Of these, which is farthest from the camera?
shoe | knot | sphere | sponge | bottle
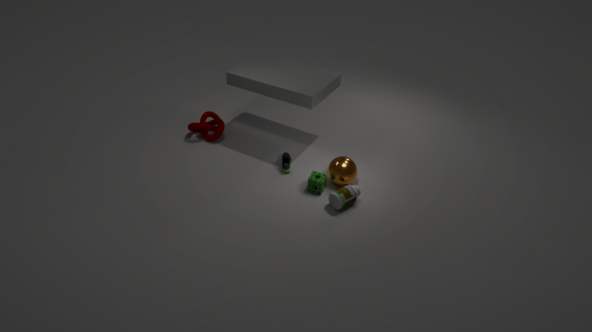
knot
